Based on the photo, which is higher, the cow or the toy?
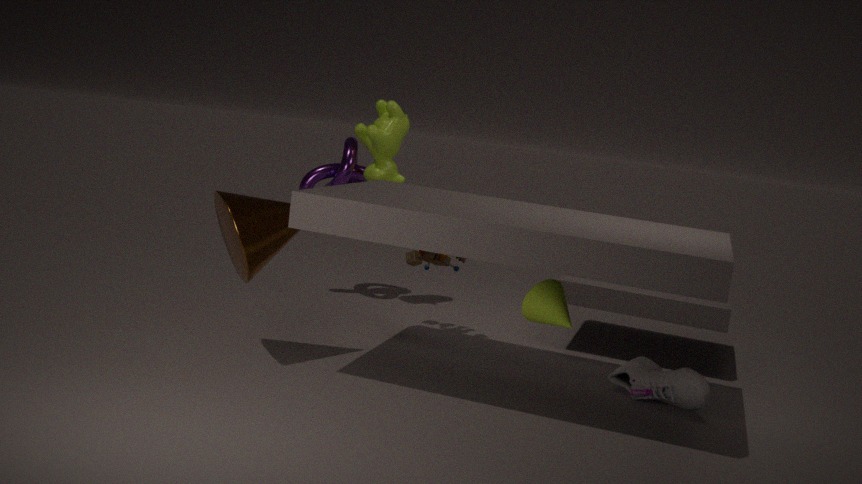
the cow
